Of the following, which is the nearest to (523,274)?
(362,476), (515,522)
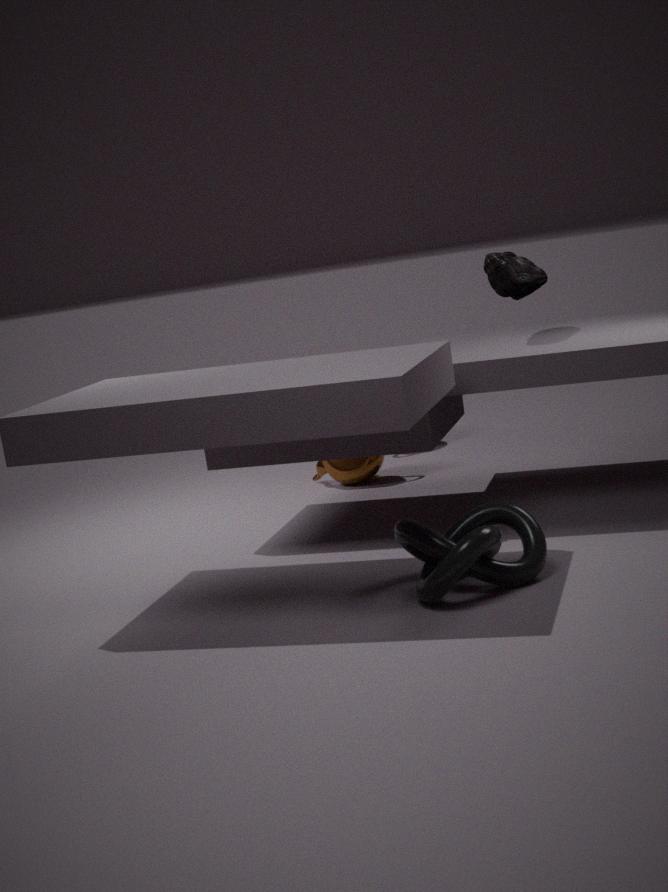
(362,476)
